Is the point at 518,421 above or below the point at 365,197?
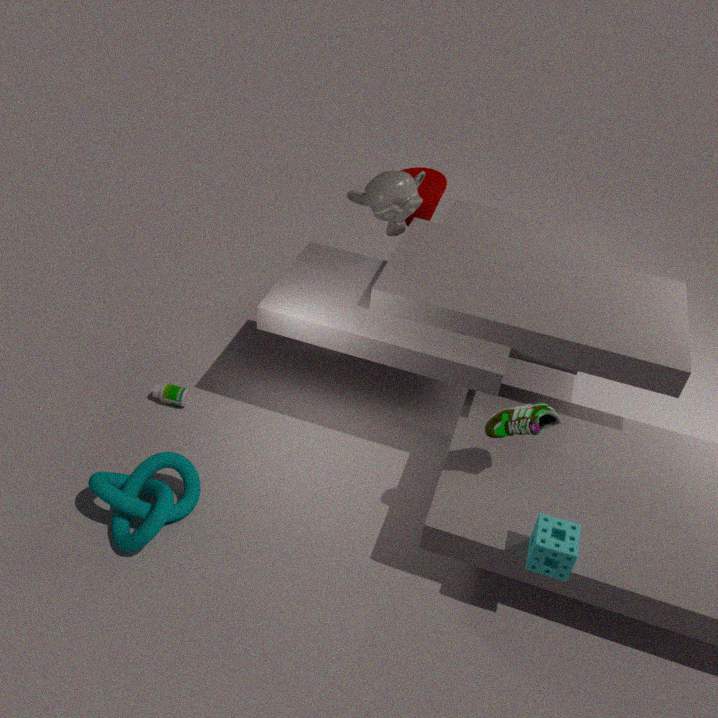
below
